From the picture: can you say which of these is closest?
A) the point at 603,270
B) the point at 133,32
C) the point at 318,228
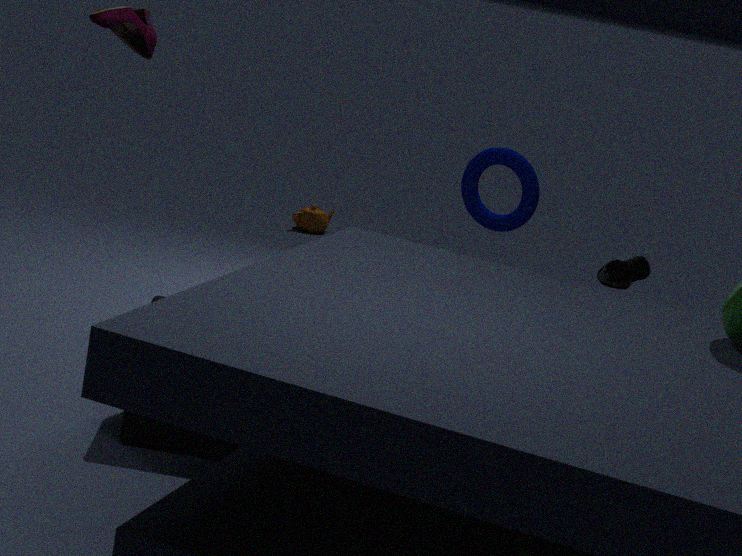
the point at 133,32
